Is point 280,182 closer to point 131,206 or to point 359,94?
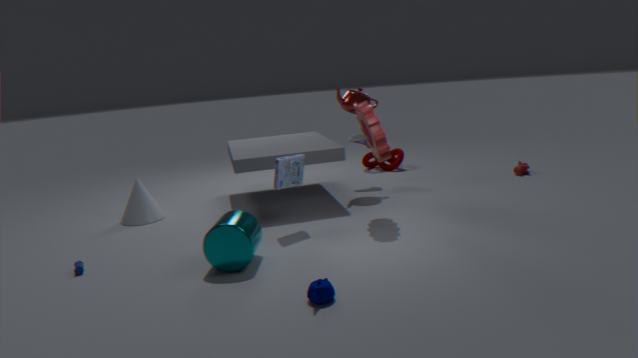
point 359,94
